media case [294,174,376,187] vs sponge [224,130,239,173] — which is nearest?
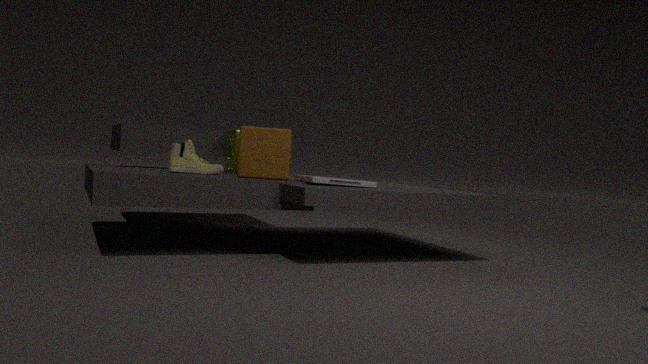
A: media case [294,174,376,187]
